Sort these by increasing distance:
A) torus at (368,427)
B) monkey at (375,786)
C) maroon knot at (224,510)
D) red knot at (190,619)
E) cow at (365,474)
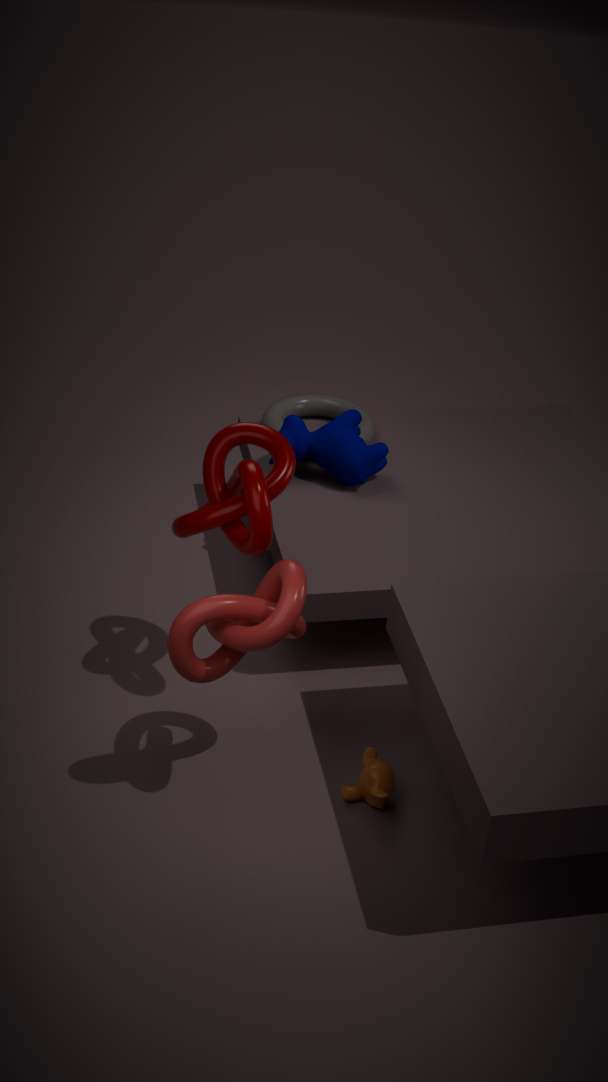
D. red knot at (190,619)
C. maroon knot at (224,510)
B. monkey at (375,786)
E. cow at (365,474)
A. torus at (368,427)
